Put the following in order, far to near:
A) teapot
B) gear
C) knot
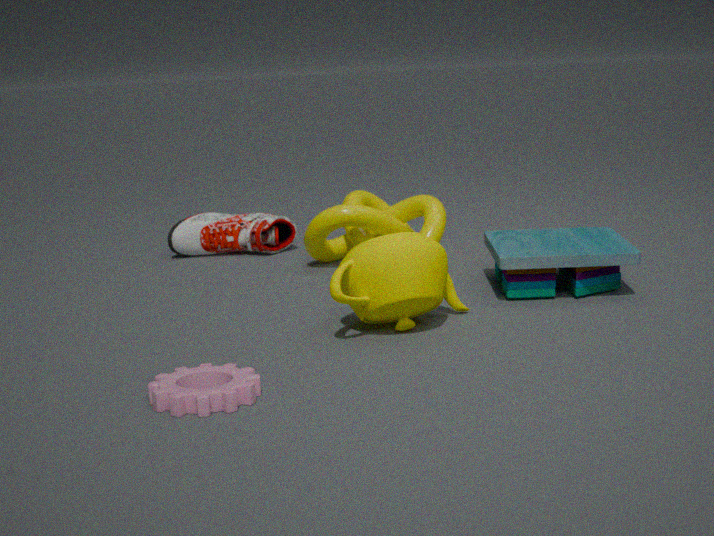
knot < teapot < gear
